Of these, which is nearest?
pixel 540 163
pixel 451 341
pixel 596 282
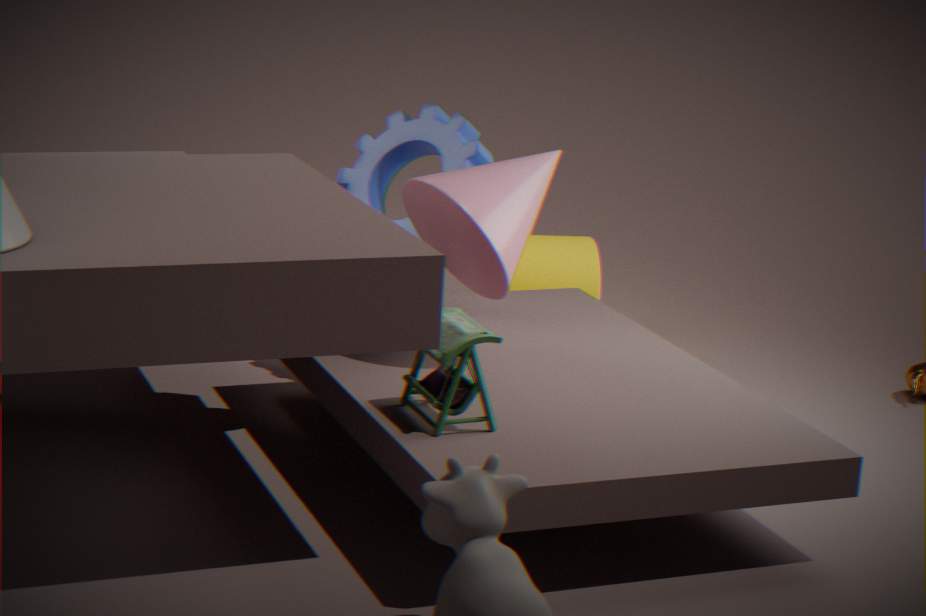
pixel 451 341
